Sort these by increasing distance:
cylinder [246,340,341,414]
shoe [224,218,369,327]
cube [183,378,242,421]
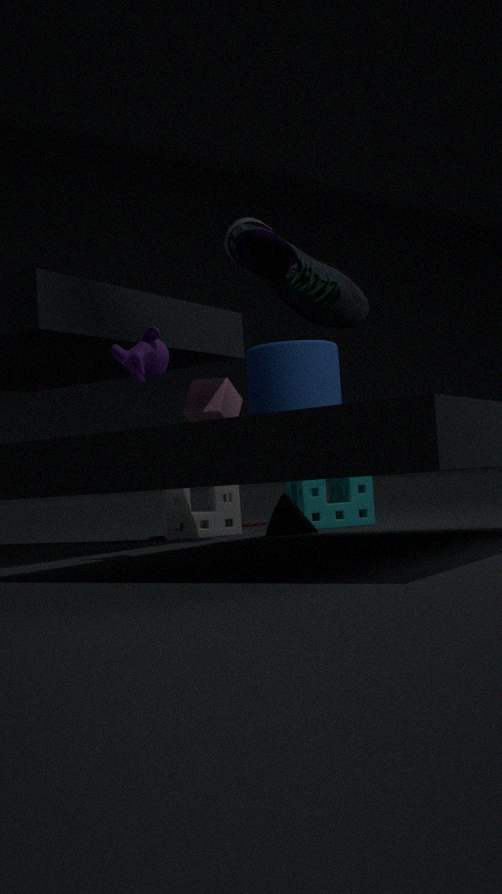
shoe [224,218,369,327] → cylinder [246,340,341,414] → cube [183,378,242,421]
